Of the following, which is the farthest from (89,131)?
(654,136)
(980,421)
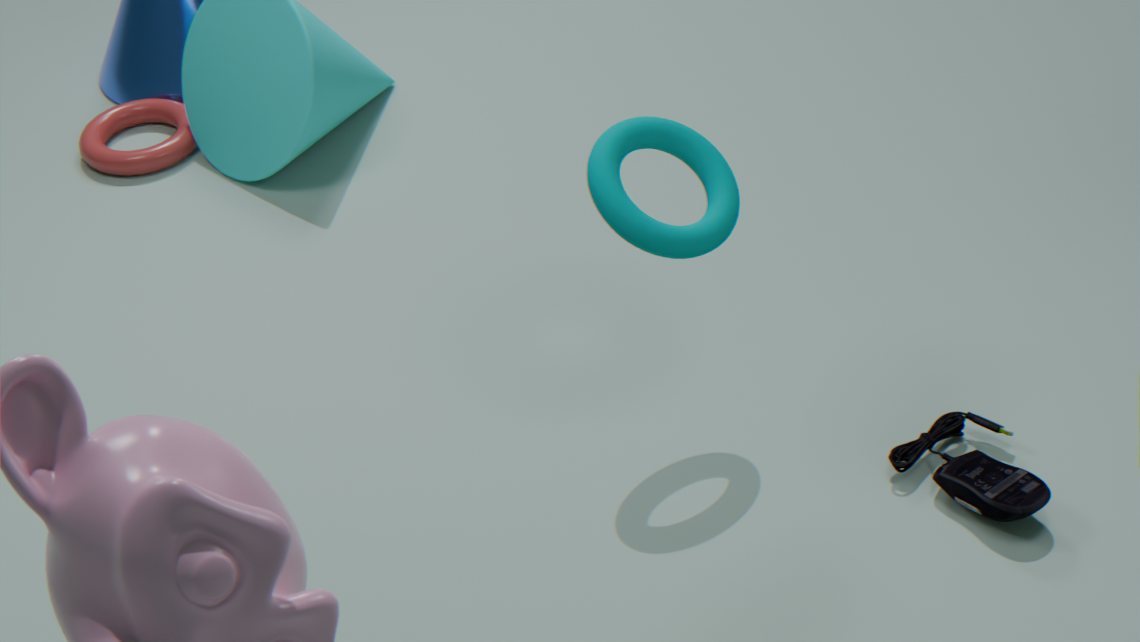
(980,421)
